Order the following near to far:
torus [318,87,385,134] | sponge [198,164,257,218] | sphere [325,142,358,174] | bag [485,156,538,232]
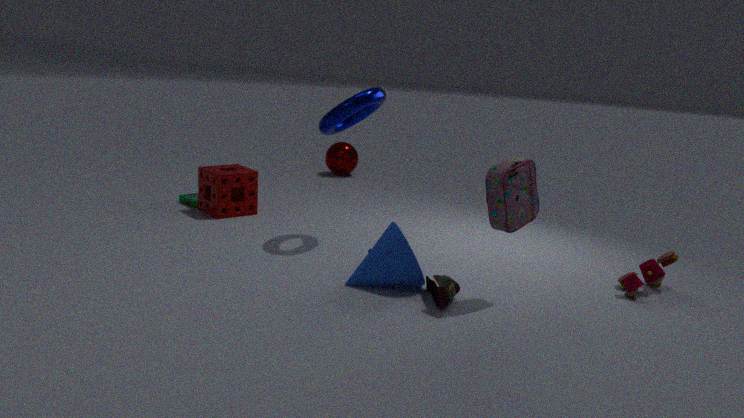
1. bag [485,156,538,232]
2. torus [318,87,385,134]
3. sponge [198,164,257,218]
4. sphere [325,142,358,174]
